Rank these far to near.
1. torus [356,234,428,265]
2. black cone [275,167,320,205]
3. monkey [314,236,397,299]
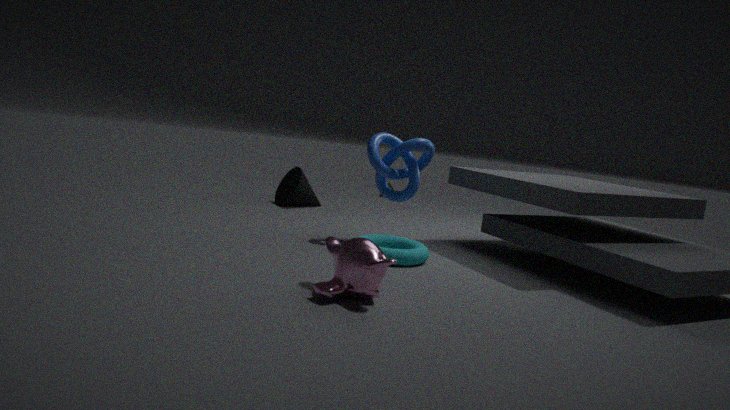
black cone [275,167,320,205] → torus [356,234,428,265] → monkey [314,236,397,299]
